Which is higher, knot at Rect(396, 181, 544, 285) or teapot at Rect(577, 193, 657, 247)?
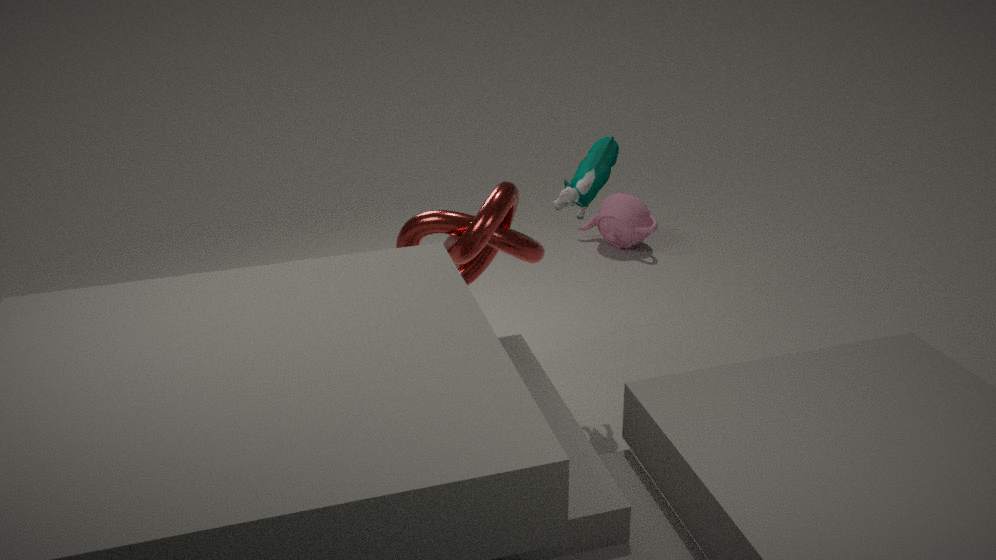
knot at Rect(396, 181, 544, 285)
